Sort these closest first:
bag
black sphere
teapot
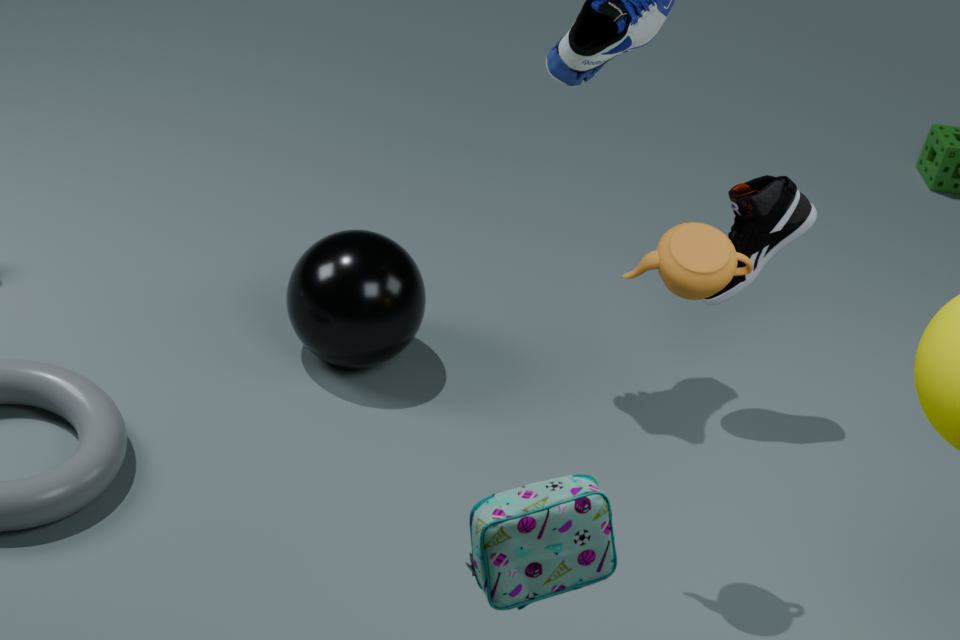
bag < teapot < black sphere
